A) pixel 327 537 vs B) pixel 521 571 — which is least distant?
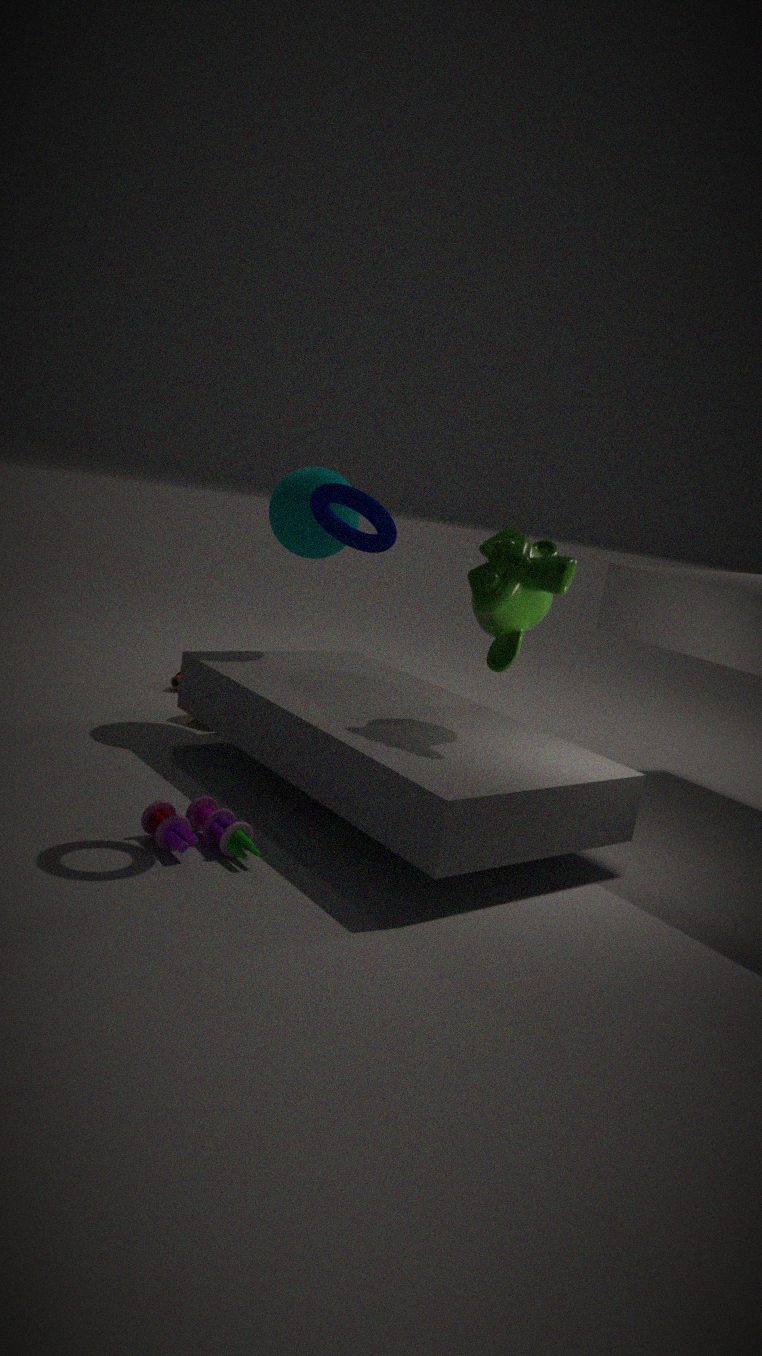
B. pixel 521 571
